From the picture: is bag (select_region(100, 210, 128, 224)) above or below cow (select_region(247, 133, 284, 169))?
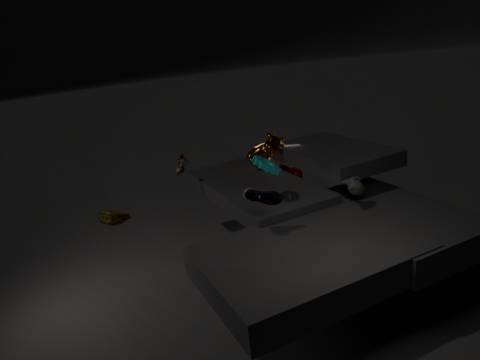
below
